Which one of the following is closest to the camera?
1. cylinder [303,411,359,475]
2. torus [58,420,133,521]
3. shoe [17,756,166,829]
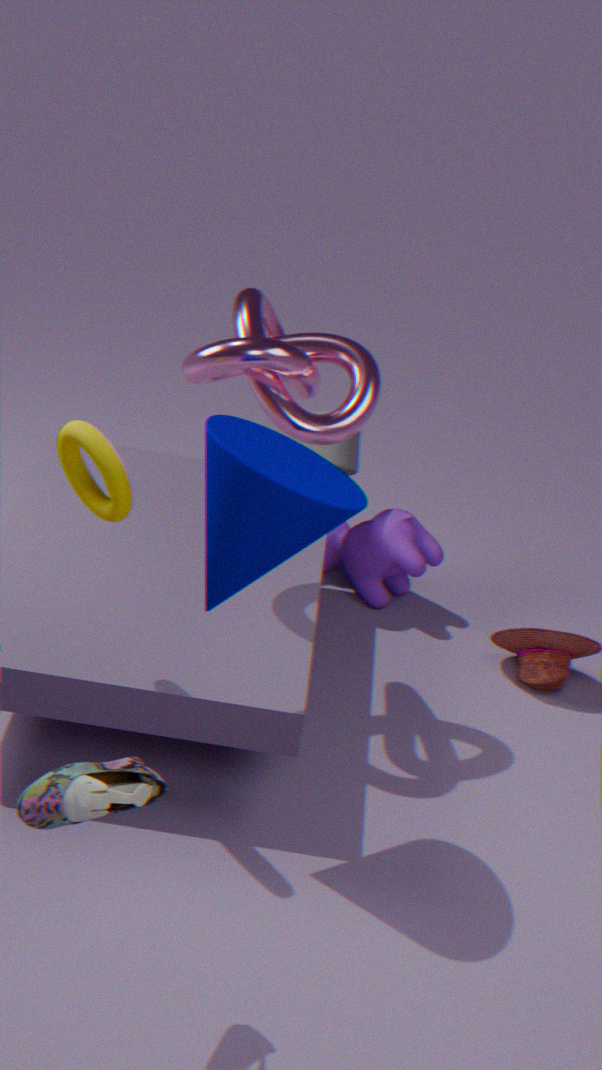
shoe [17,756,166,829]
